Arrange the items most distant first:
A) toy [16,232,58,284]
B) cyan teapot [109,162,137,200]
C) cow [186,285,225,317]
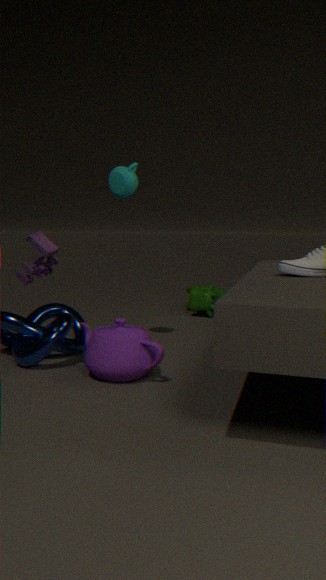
cow [186,285,225,317], cyan teapot [109,162,137,200], toy [16,232,58,284]
